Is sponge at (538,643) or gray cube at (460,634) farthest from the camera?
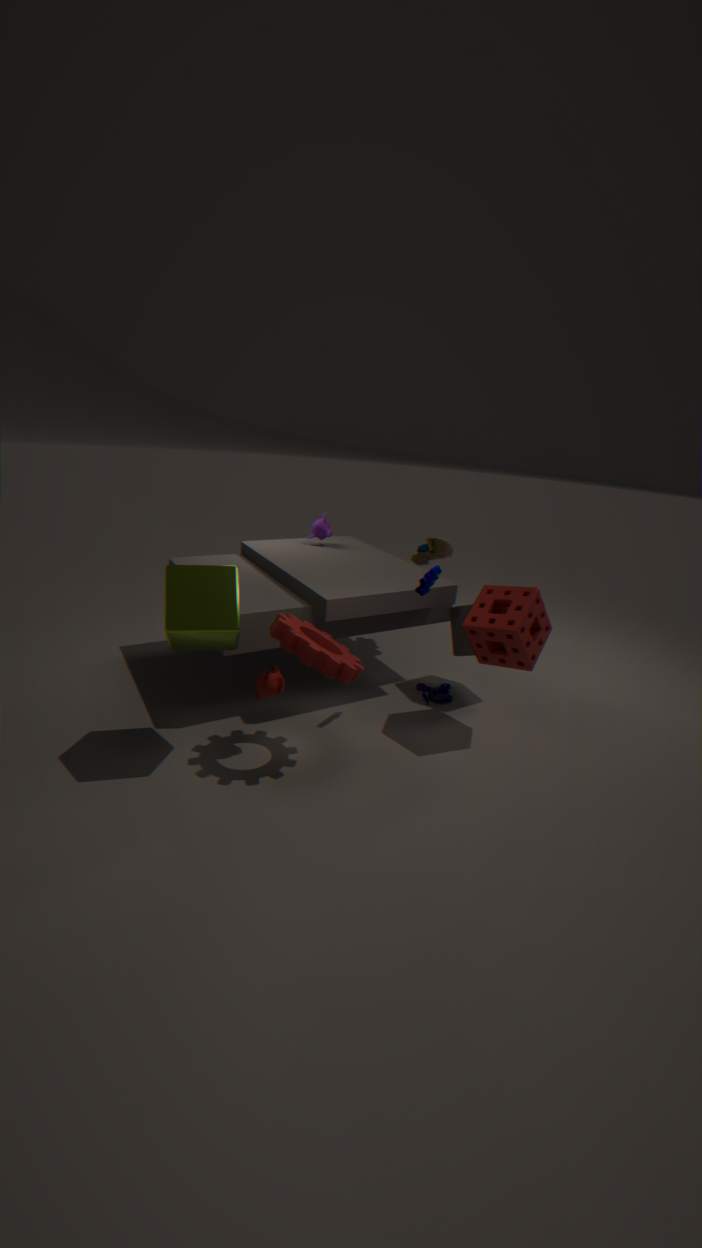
gray cube at (460,634)
